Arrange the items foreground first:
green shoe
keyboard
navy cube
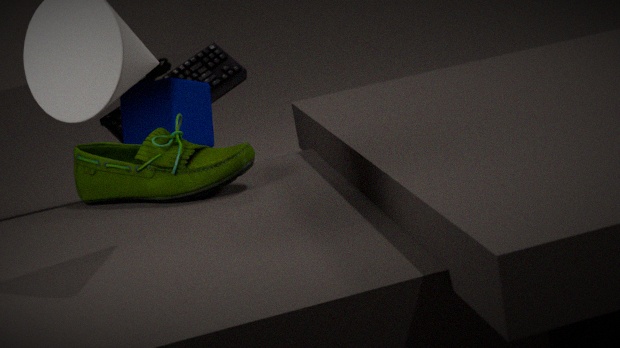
green shoe → navy cube → keyboard
